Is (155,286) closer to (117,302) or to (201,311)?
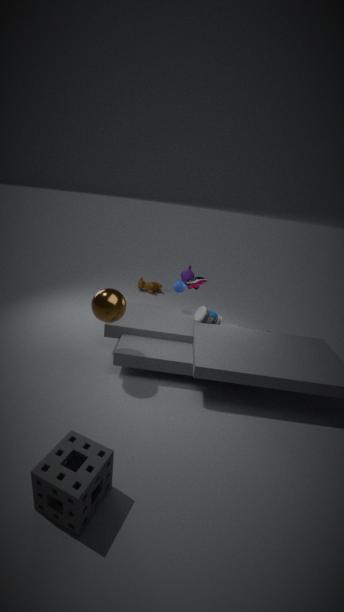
(201,311)
